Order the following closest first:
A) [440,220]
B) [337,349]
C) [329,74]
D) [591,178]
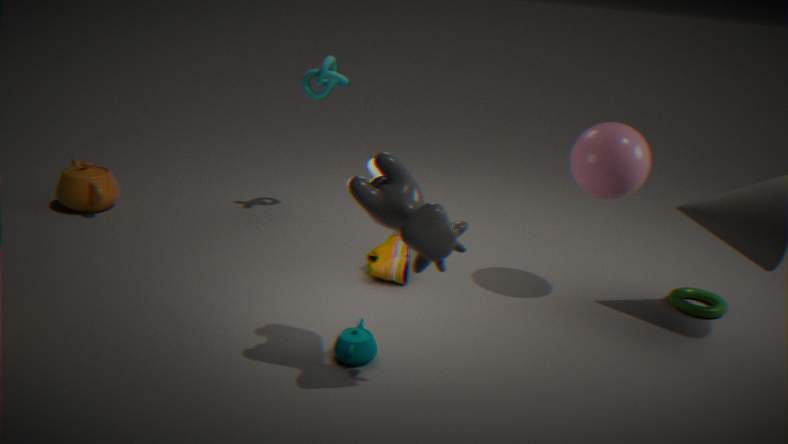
[440,220] < [337,349] < [591,178] < [329,74]
